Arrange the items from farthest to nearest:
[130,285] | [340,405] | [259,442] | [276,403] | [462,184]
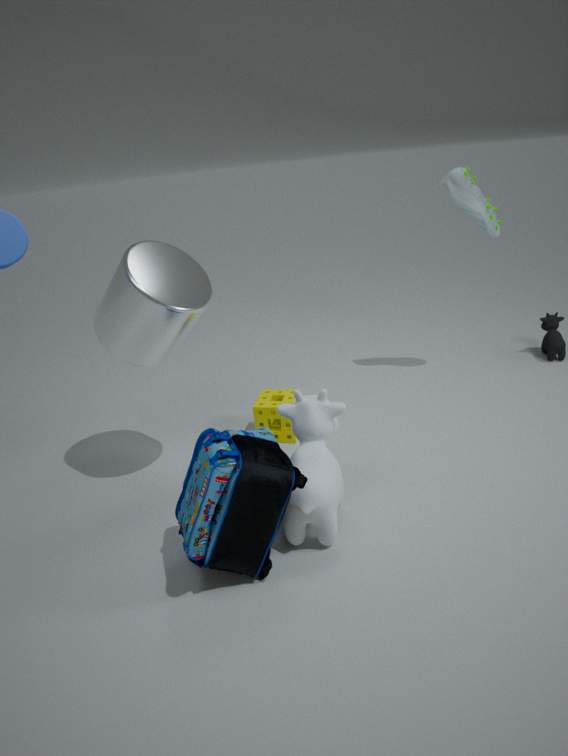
[462,184] < [276,403] < [130,285] < [340,405] < [259,442]
